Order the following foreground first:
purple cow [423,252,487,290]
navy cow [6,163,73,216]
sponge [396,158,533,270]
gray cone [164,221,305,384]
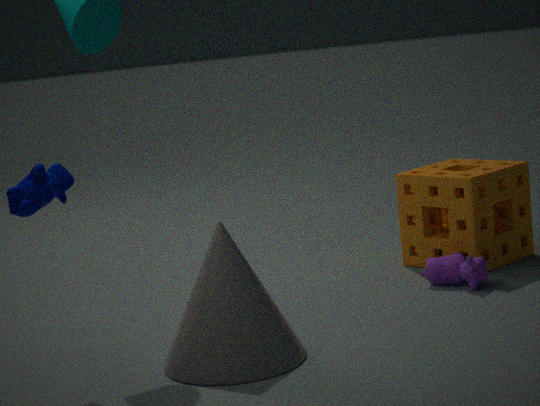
gray cone [164,221,305,384], navy cow [6,163,73,216], purple cow [423,252,487,290], sponge [396,158,533,270]
